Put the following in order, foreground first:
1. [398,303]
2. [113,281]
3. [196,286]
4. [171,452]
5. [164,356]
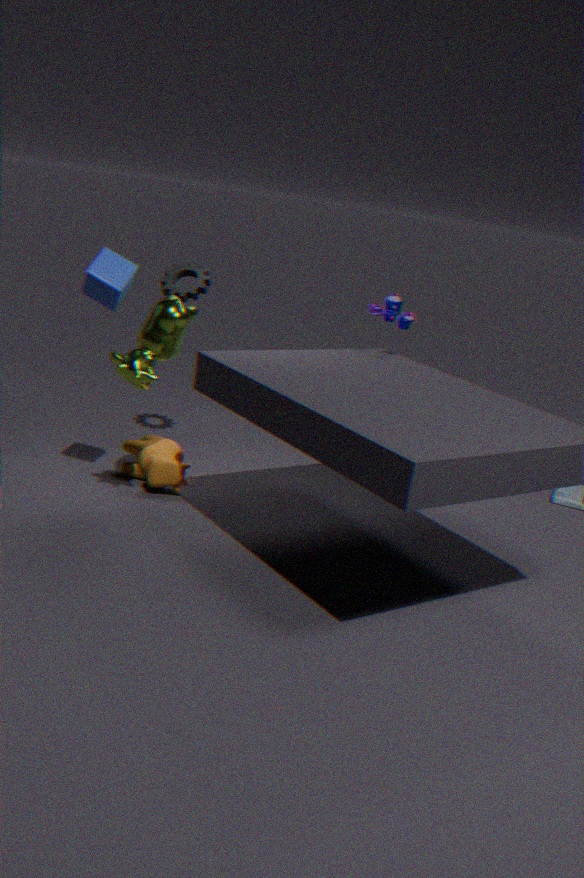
[113,281]
[164,356]
[398,303]
[171,452]
[196,286]
